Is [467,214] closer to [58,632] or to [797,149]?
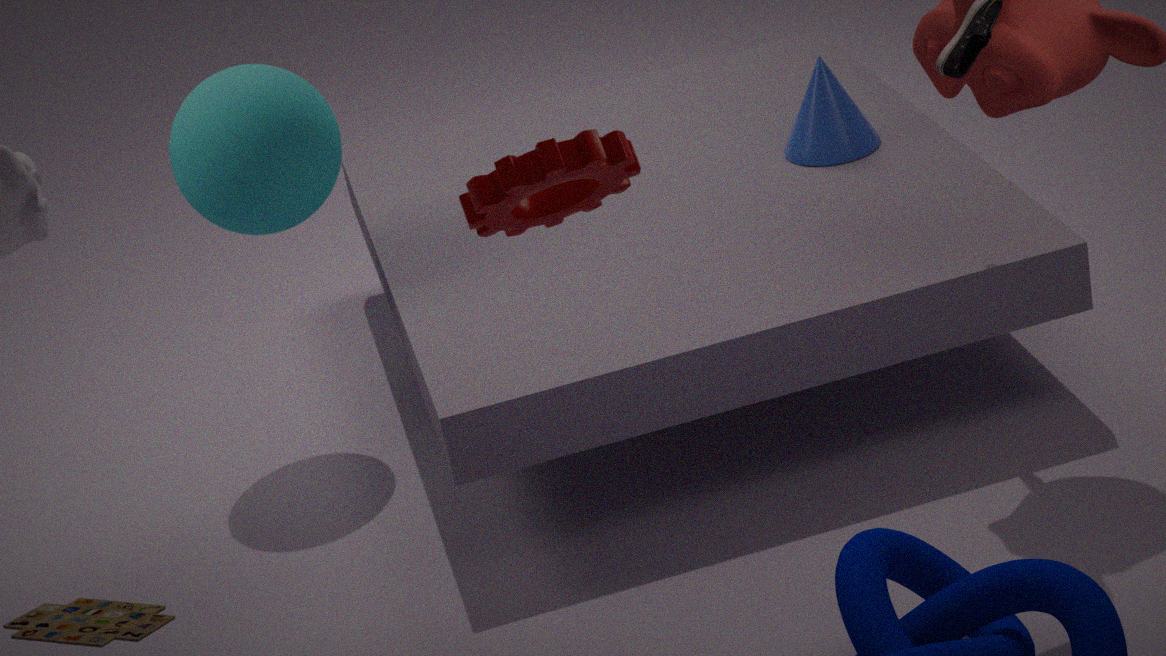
[58,632]
